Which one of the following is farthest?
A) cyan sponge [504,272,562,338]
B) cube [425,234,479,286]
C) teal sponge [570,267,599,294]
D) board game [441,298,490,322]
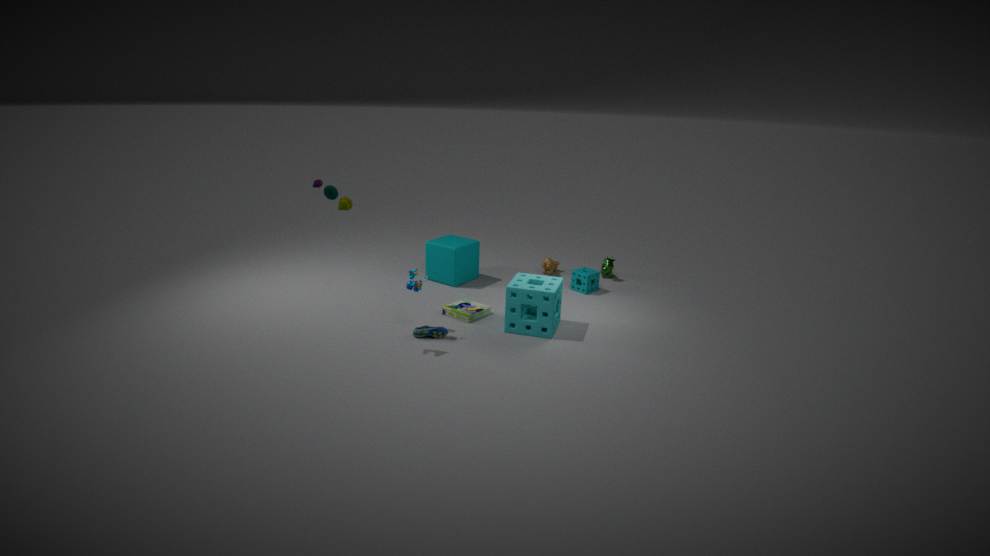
cube [425,234,479,286]
